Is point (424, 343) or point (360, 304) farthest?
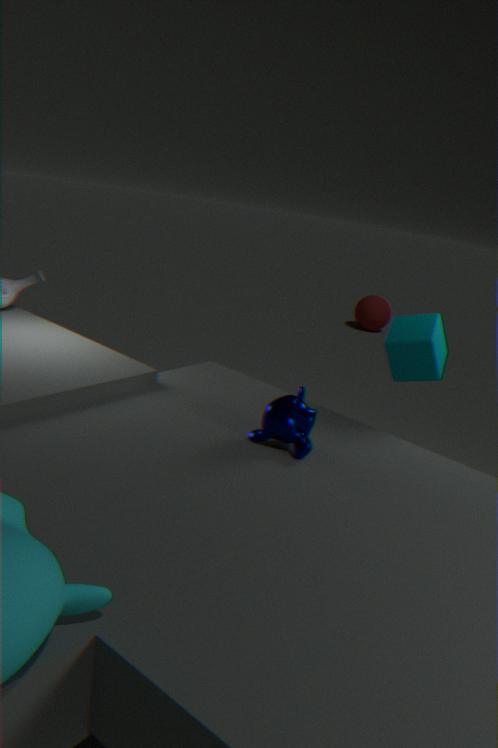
point (360, 304)
